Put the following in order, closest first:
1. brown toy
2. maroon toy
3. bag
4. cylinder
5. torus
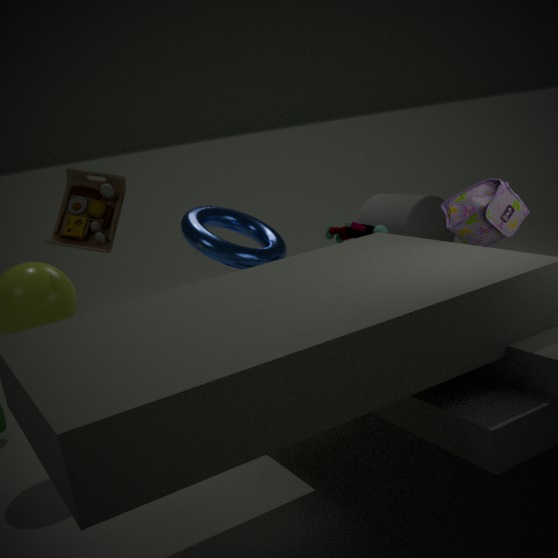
bag → maroon toy → brown toy → torus → cylinder
